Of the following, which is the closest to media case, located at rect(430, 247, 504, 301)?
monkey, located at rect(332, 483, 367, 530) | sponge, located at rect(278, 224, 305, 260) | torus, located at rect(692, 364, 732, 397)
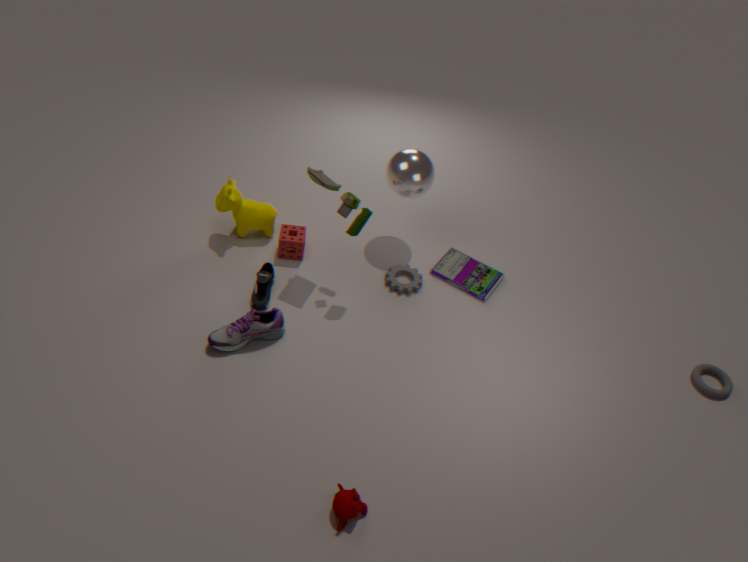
sponge, located at rect(278, 224, 305, 260)
